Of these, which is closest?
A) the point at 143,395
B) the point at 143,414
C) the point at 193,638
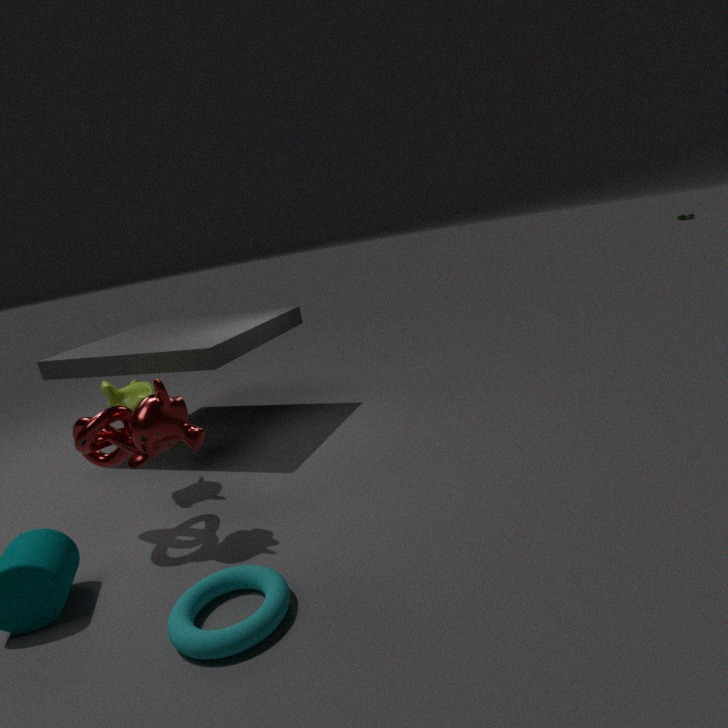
the point at 193,638
